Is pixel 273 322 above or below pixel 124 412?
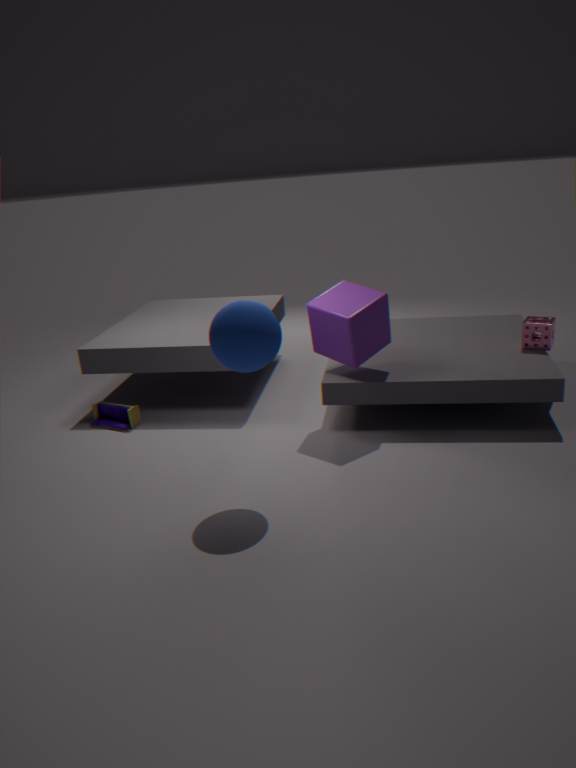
above
